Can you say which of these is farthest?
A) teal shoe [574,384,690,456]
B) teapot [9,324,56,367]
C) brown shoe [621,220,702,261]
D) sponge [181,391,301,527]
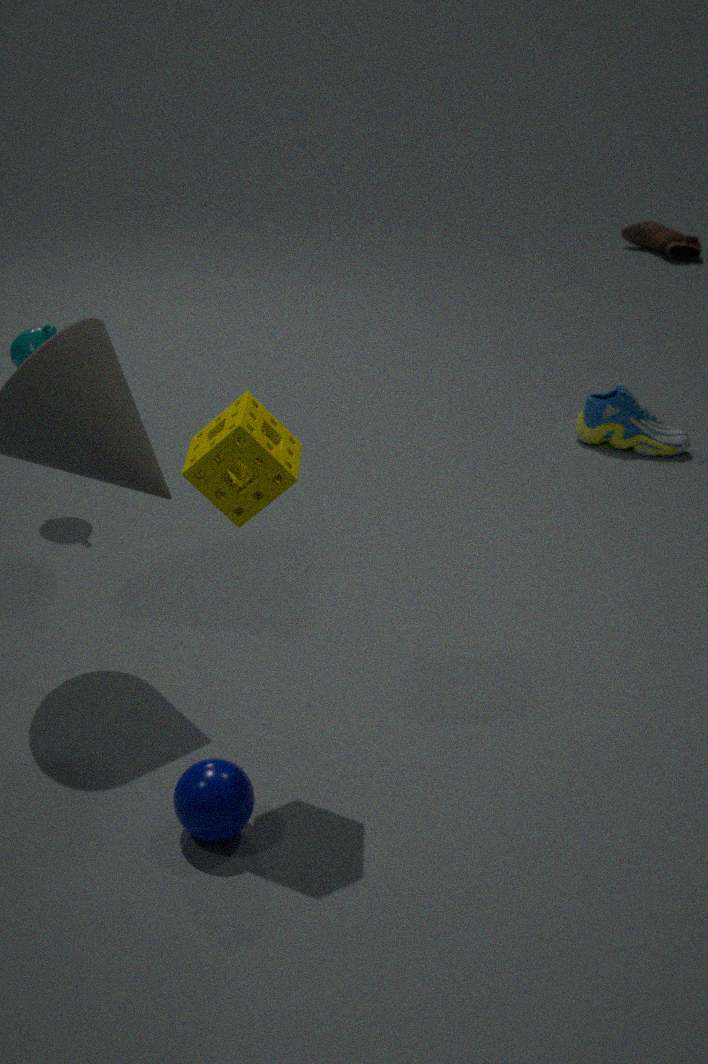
brown shoe [621,220,702,261]
